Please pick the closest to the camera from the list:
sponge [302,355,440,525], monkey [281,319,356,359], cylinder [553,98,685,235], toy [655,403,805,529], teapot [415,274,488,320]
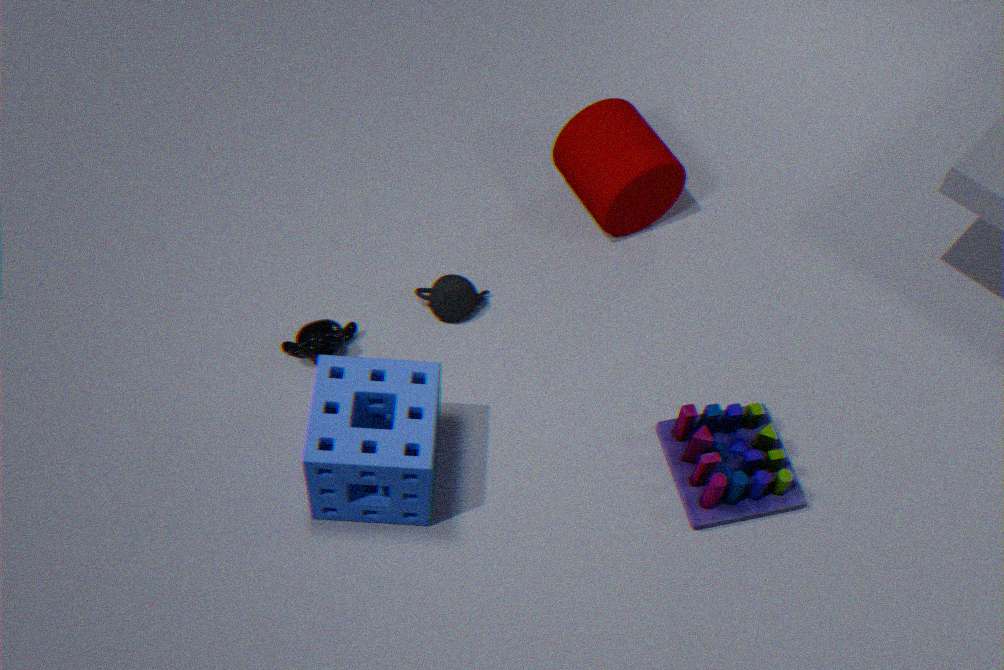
sponge [302,355,440,525]
